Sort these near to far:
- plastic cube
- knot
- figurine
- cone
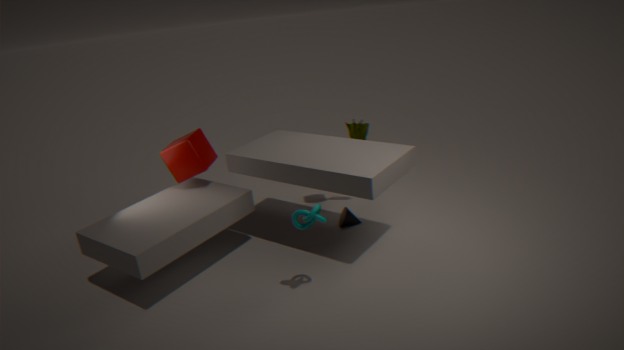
1. knot
2. plastic cube
3. figurine
4. cone
